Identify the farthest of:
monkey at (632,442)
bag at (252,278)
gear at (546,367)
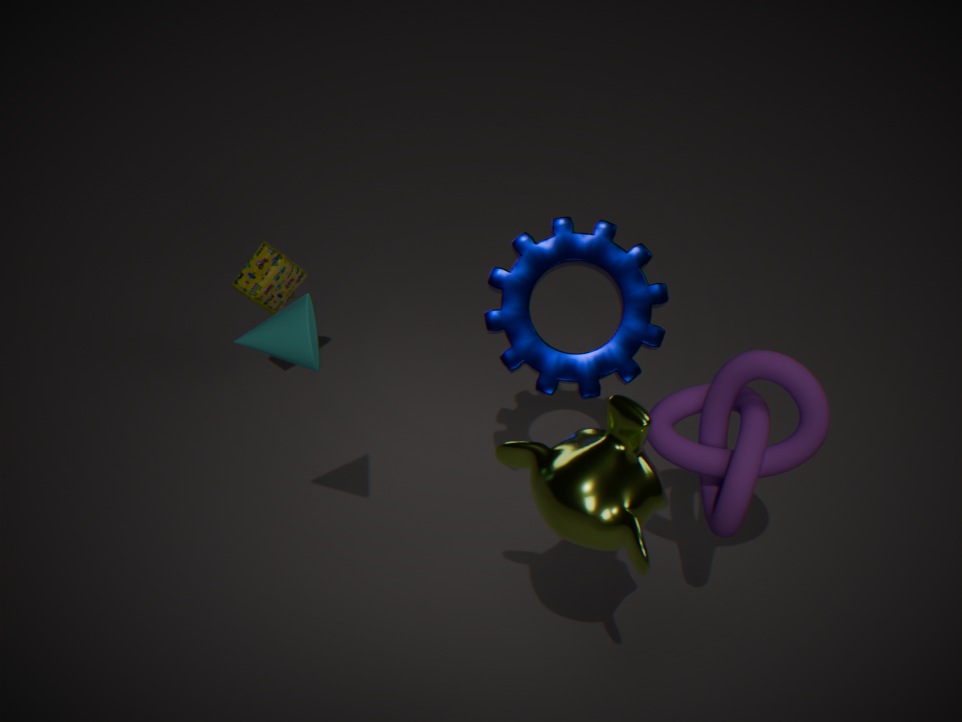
bag at (252,278)
